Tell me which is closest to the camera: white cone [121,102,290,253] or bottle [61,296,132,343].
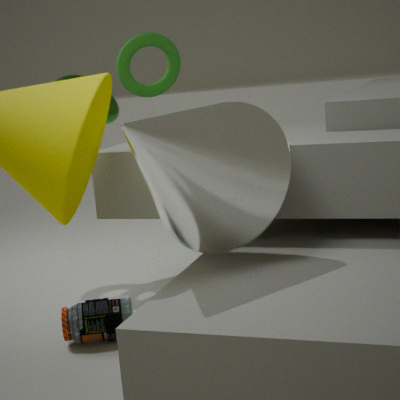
white cone [121,102,290,253]
